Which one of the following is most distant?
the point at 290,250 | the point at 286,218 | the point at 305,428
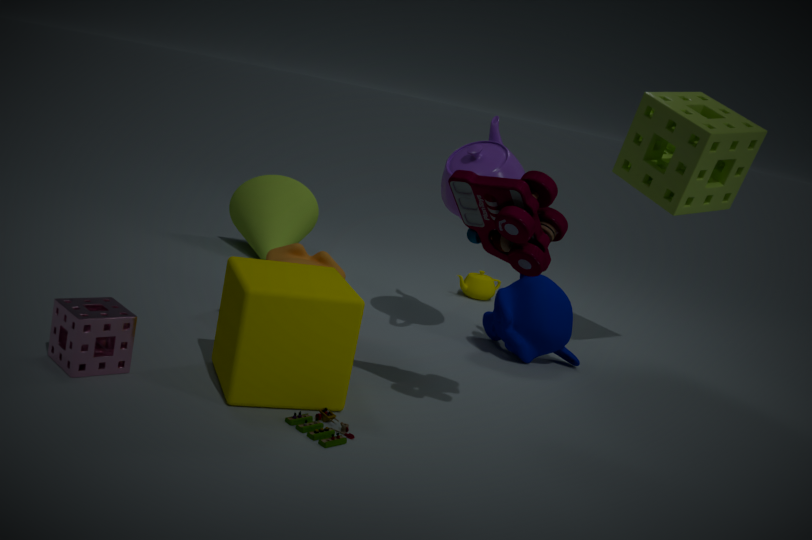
the point at 286,218
